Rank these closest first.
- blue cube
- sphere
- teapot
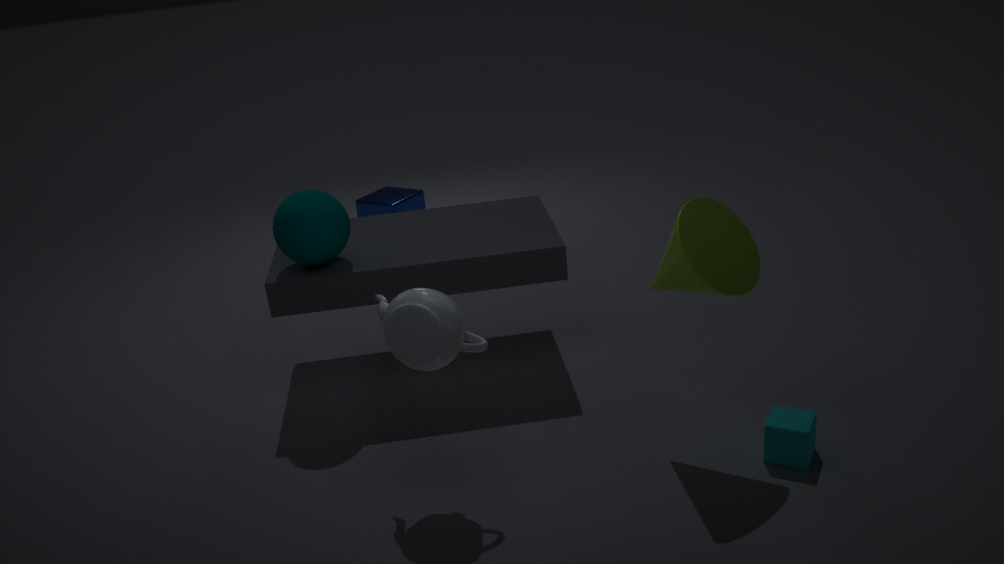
1. teapot
2. sphere
3. blue cube
